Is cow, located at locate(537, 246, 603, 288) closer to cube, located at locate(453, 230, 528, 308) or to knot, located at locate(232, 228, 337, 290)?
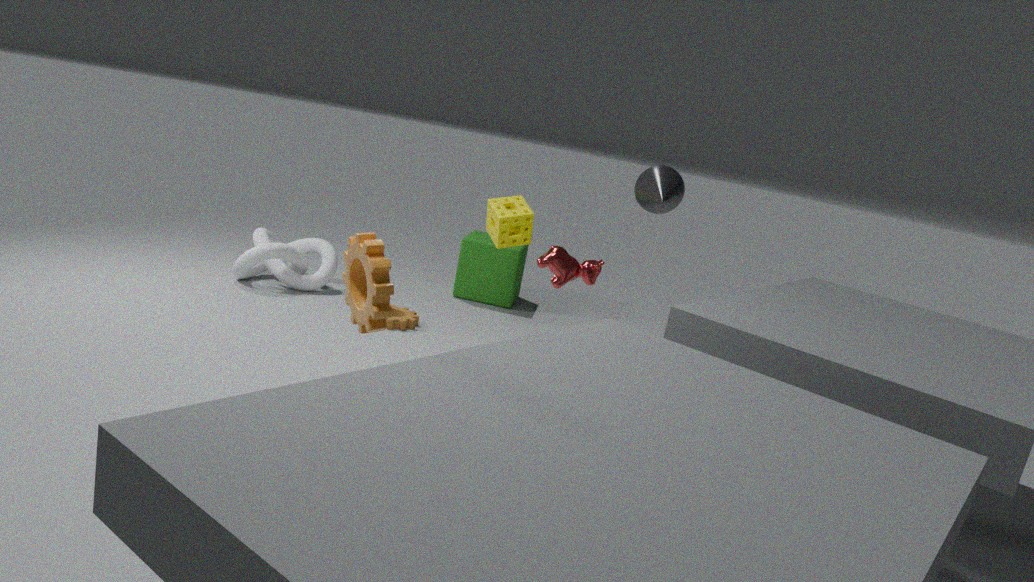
cube, located at locate(453, 230, 528, 308)
